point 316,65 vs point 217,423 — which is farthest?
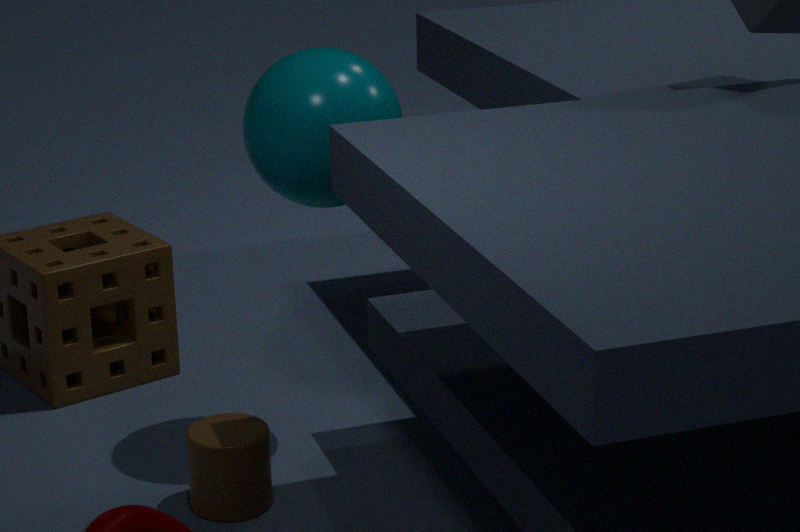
point 217,423
